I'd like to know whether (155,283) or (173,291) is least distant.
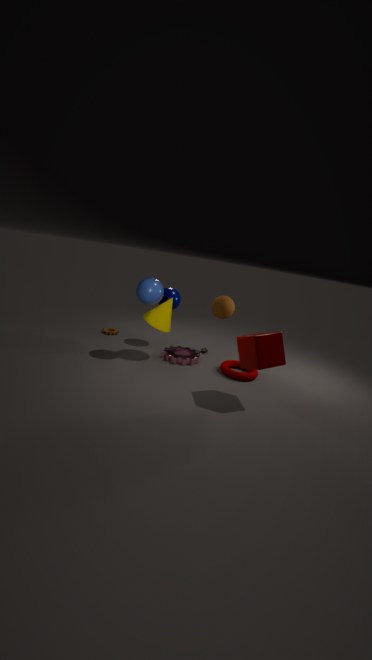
(155,283)
